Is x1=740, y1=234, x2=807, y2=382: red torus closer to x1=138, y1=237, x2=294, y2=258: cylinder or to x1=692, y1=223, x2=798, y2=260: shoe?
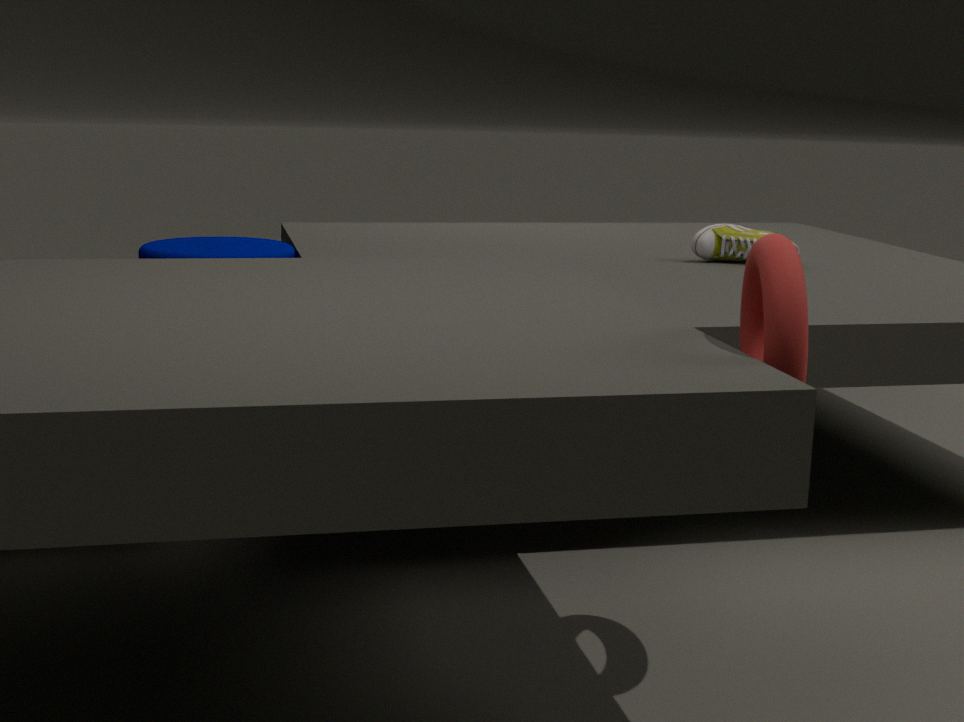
x1=692, y1=223, x2=798, y2=260: shoe
